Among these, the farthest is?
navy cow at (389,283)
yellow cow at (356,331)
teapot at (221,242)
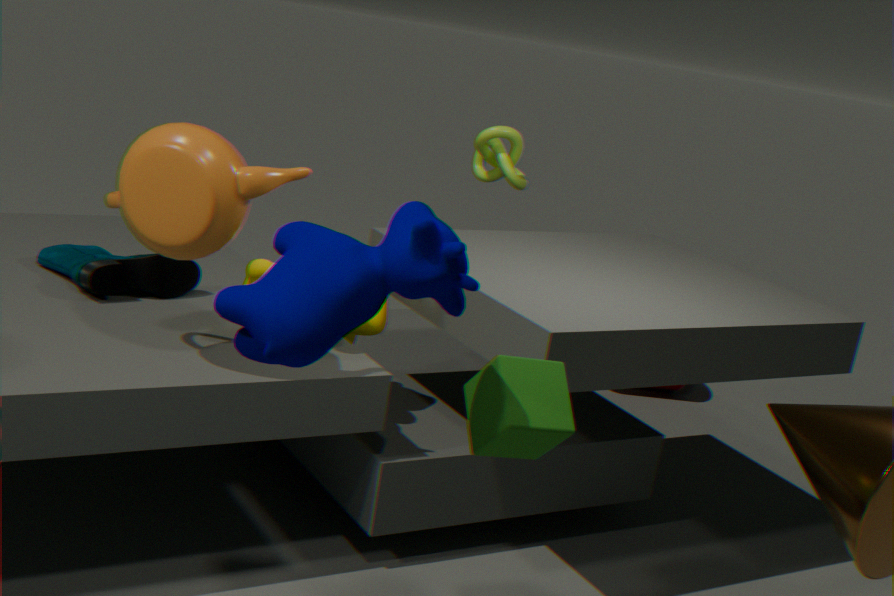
yellow cow at (356,331)
